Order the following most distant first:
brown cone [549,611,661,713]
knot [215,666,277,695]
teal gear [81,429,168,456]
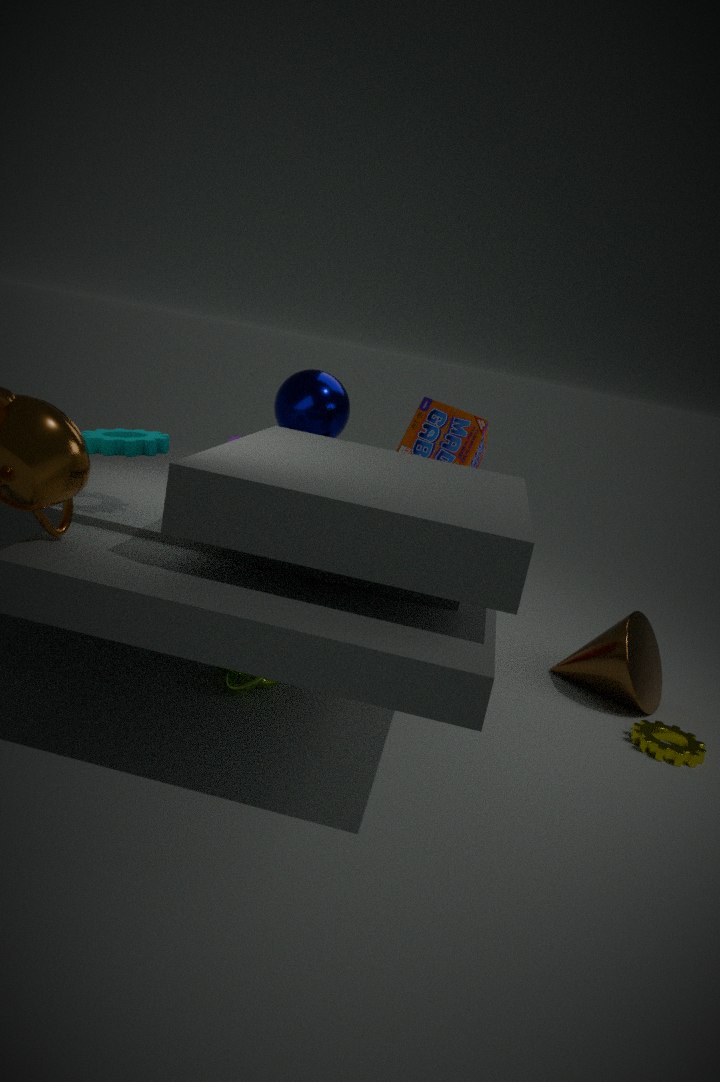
brown cone [549,611,661,713], knot [215,666,277,695], teal gear [81,429,168,456]
